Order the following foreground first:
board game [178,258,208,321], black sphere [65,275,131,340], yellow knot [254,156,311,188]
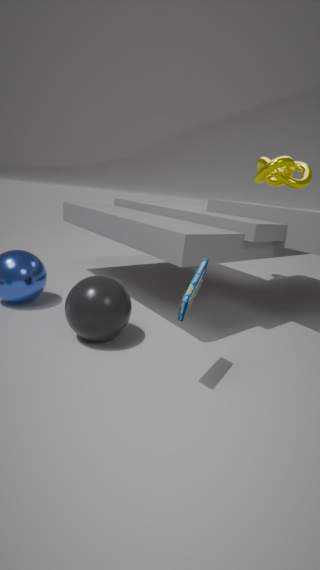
board game [178,258,208,321] → black sphere [65,275,131,340] → yellow knot [254,156,311,188]
